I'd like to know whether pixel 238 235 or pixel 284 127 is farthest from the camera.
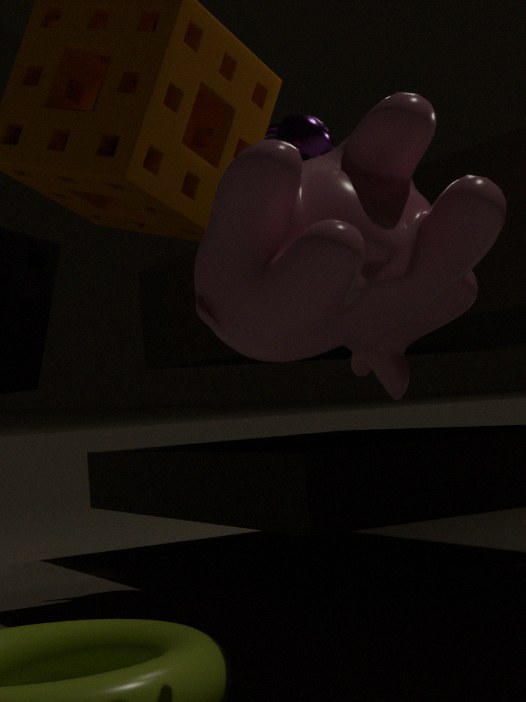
pixel 284 127
